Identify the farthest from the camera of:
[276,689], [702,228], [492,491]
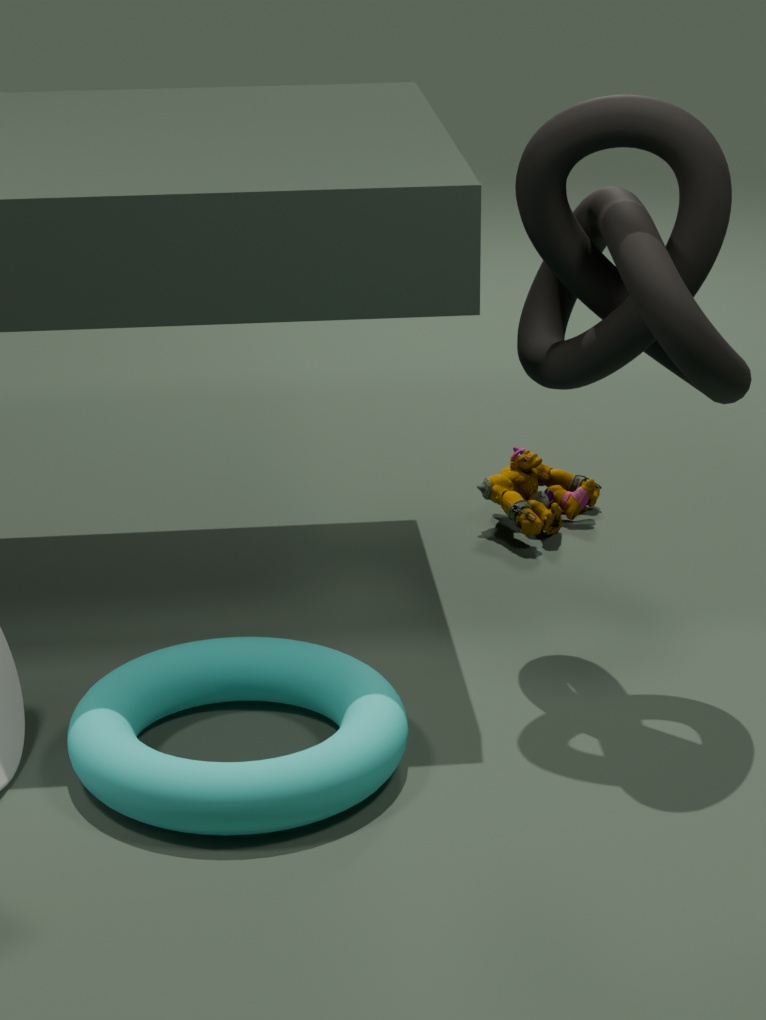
[492,491]
